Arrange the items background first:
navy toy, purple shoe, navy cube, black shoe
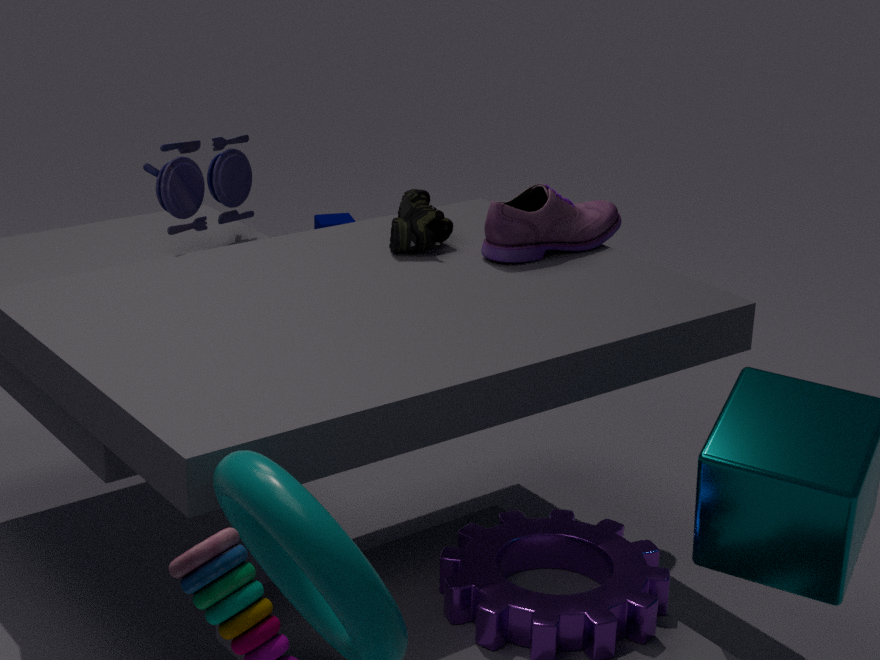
navy cube < navy toy < black shoe < purple shoe
